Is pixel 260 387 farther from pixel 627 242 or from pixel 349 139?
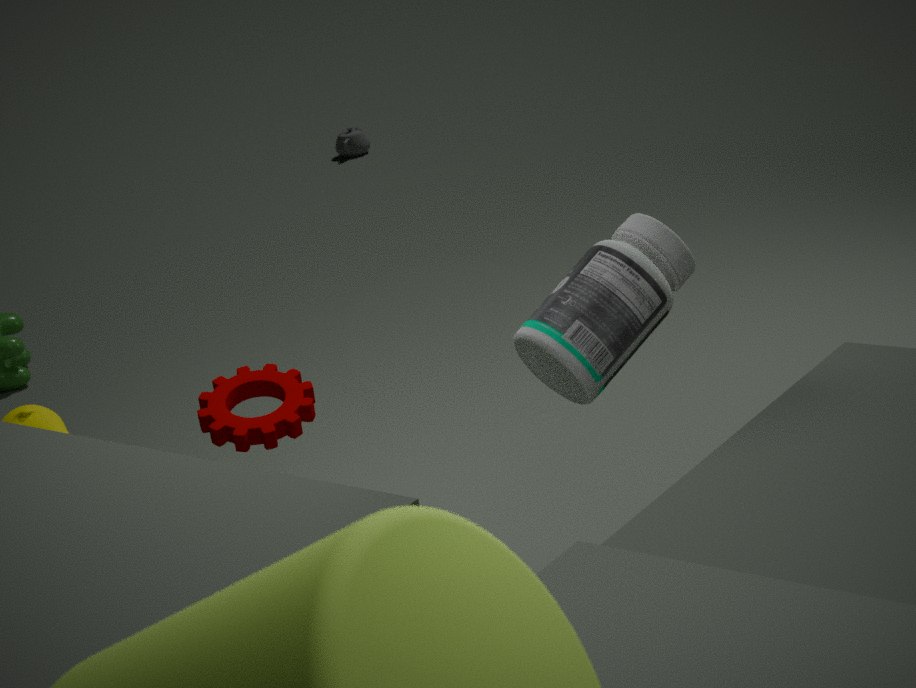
pixel 349 139
